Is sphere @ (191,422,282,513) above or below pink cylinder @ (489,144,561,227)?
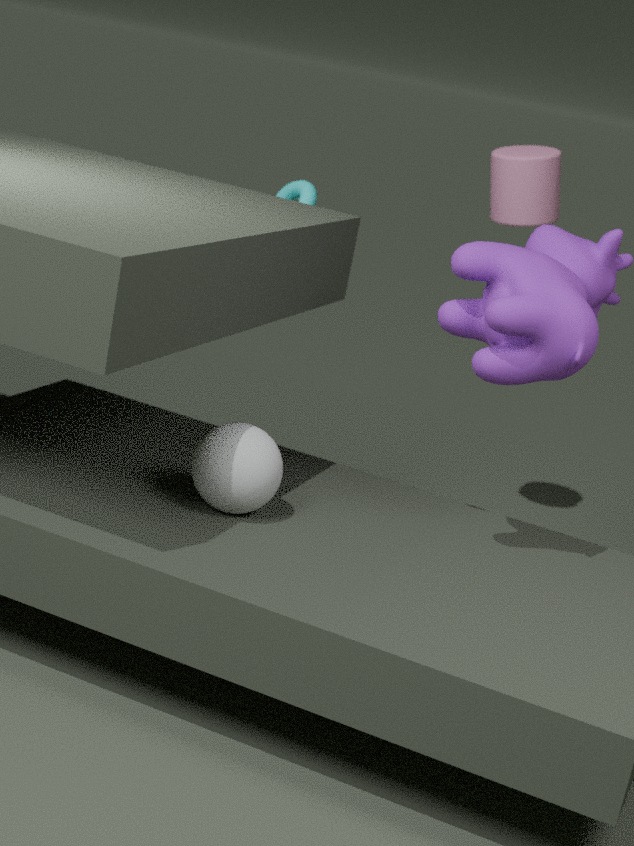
below
